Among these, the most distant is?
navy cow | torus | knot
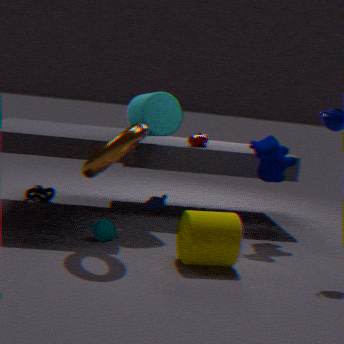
knot
